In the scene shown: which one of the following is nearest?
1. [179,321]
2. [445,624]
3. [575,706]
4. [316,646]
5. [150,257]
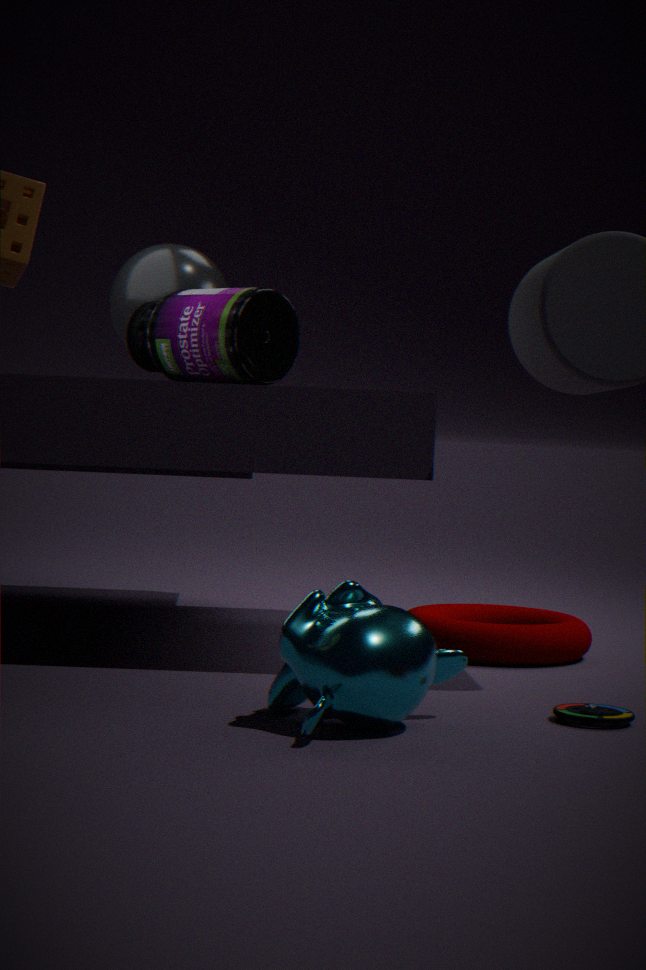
[316,646]
